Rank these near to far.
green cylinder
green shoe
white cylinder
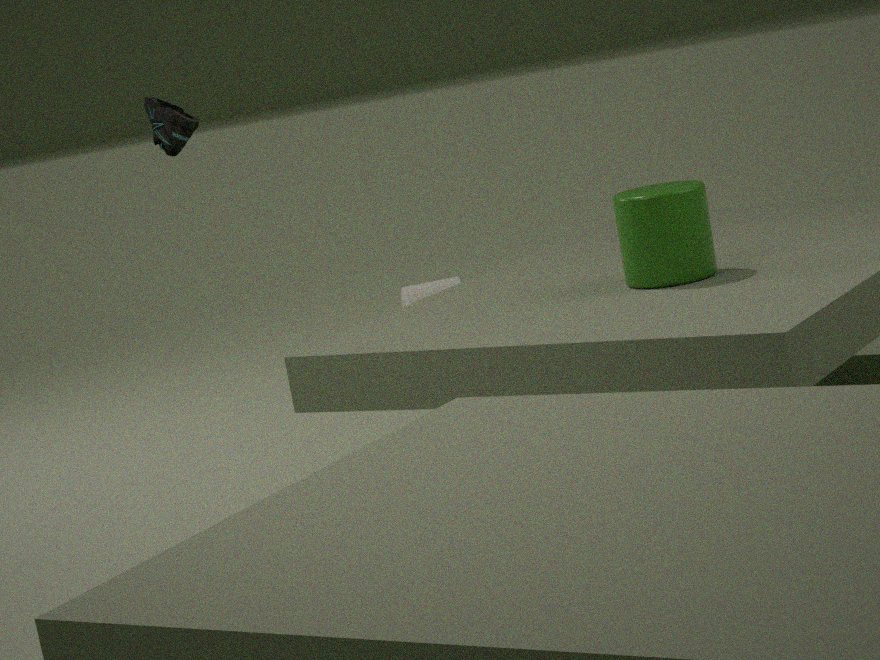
green shoe, green cylinder, white cylinder
